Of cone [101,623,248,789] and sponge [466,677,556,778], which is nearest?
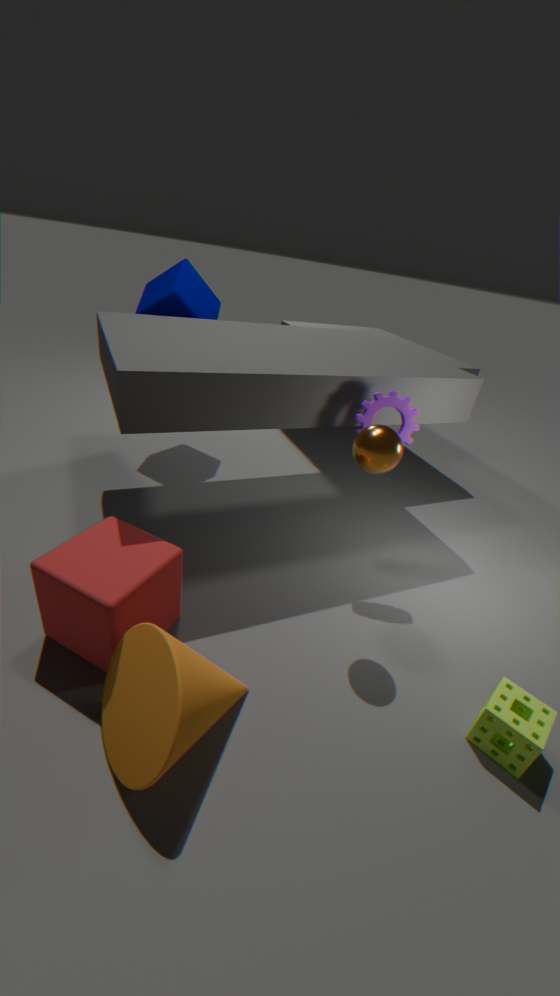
cone [101,623,248,789]
